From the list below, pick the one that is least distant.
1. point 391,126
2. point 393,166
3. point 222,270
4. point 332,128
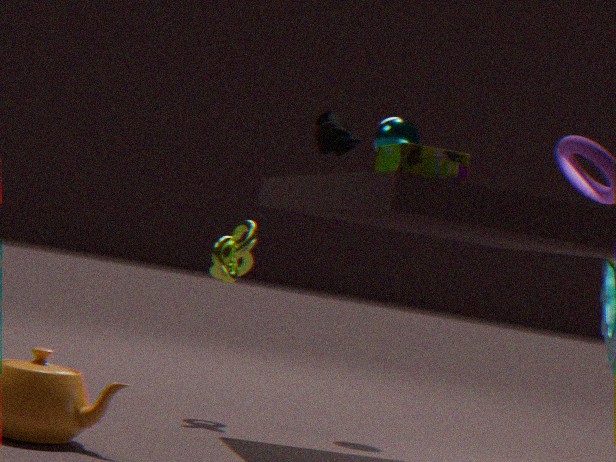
point 393,166
